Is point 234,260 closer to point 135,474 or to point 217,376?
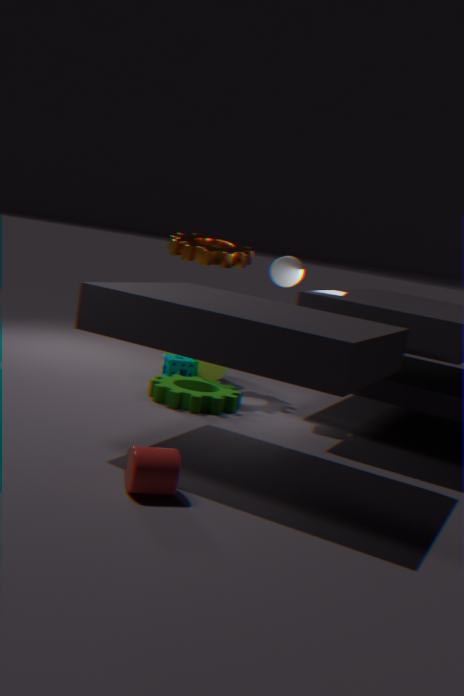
point 217,376
